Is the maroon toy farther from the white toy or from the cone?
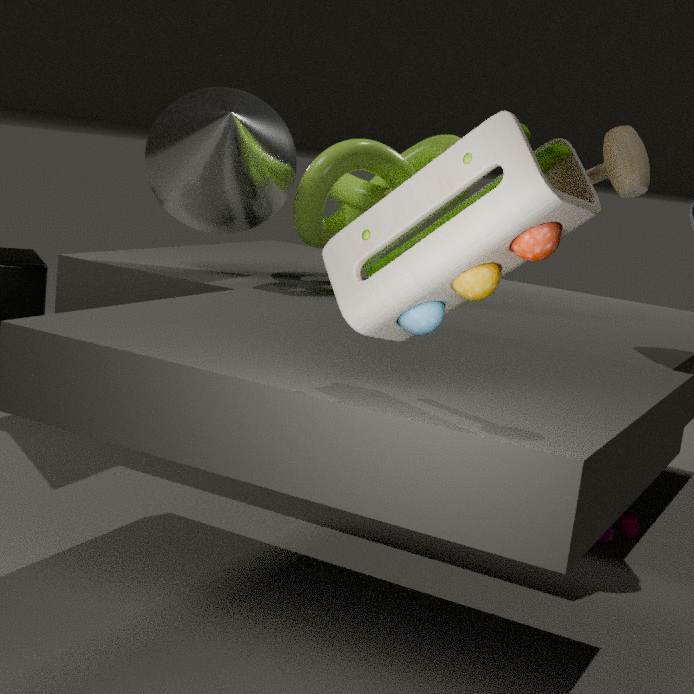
the white toy
